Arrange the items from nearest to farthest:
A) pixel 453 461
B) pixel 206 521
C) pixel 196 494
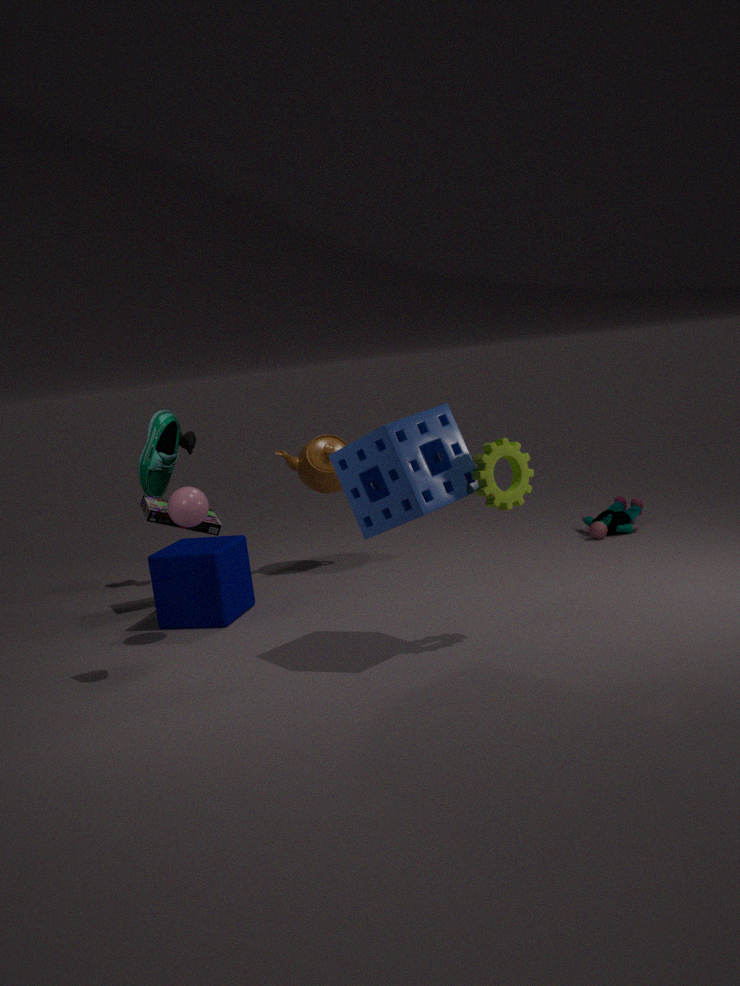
1. pixel 453 461
2. pixel 196 494
3. pixel 206 521
